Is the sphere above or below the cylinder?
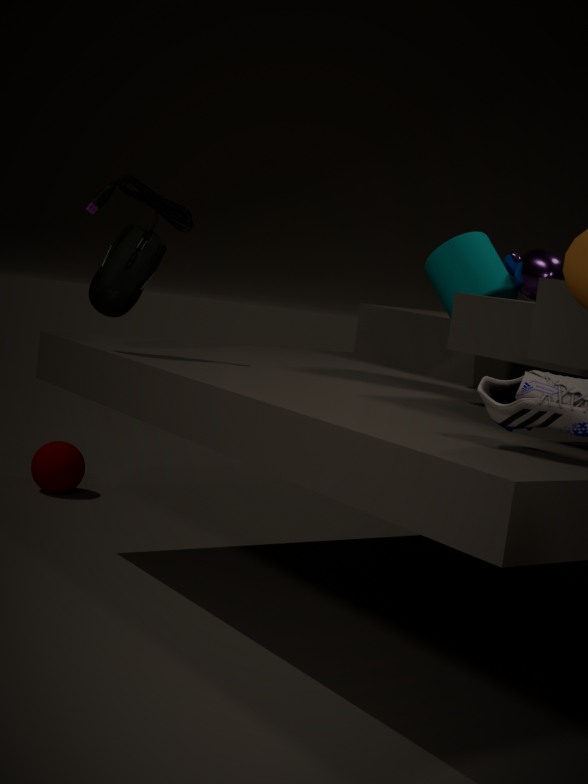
below
